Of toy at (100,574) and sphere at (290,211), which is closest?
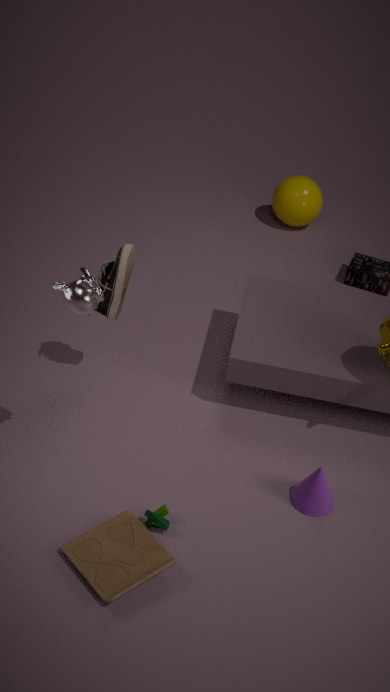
toy at (100,574)
